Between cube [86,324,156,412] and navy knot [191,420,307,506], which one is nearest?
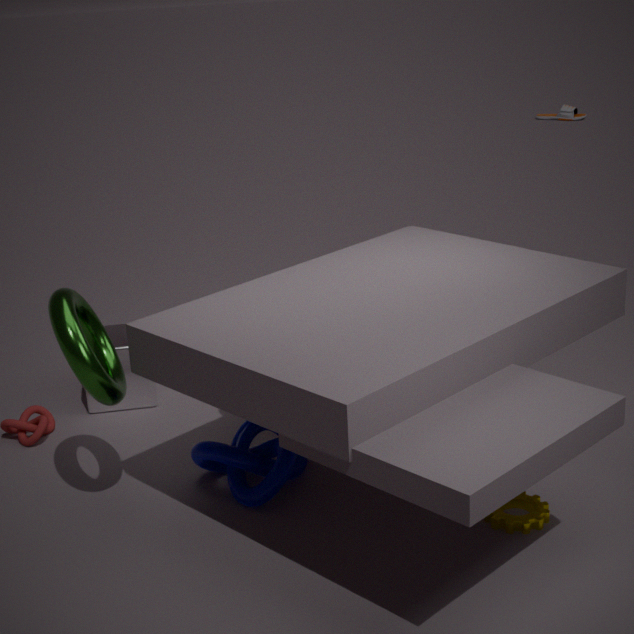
navy knot [191,420,307,506]
